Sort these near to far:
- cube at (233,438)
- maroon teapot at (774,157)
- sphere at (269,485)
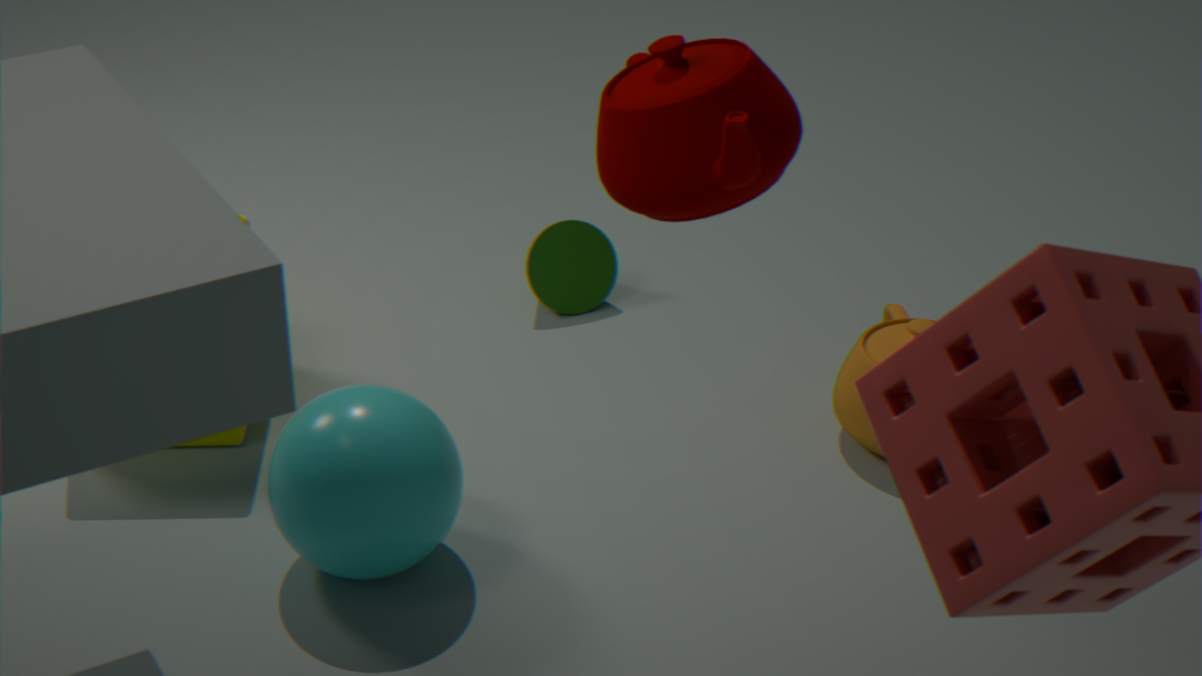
1. maroon teapot at (774,157)
2. sphere at (269,485)
3. cube at (233,438)
